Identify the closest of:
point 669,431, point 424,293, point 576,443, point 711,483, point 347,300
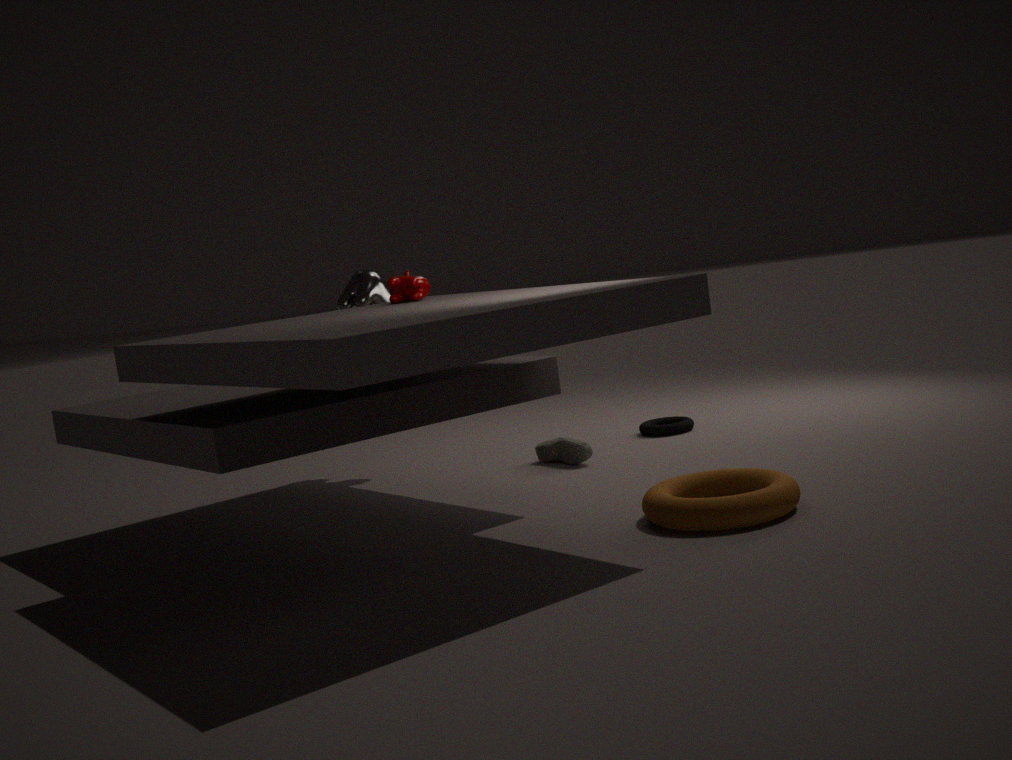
point 711,483
